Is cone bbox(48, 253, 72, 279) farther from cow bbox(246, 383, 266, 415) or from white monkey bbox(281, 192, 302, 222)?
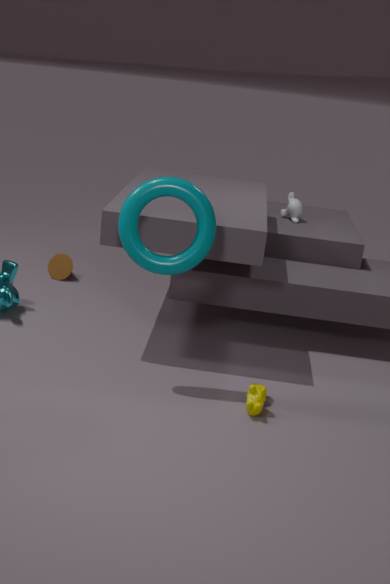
cow bbox(246, 383, 266, 415)
